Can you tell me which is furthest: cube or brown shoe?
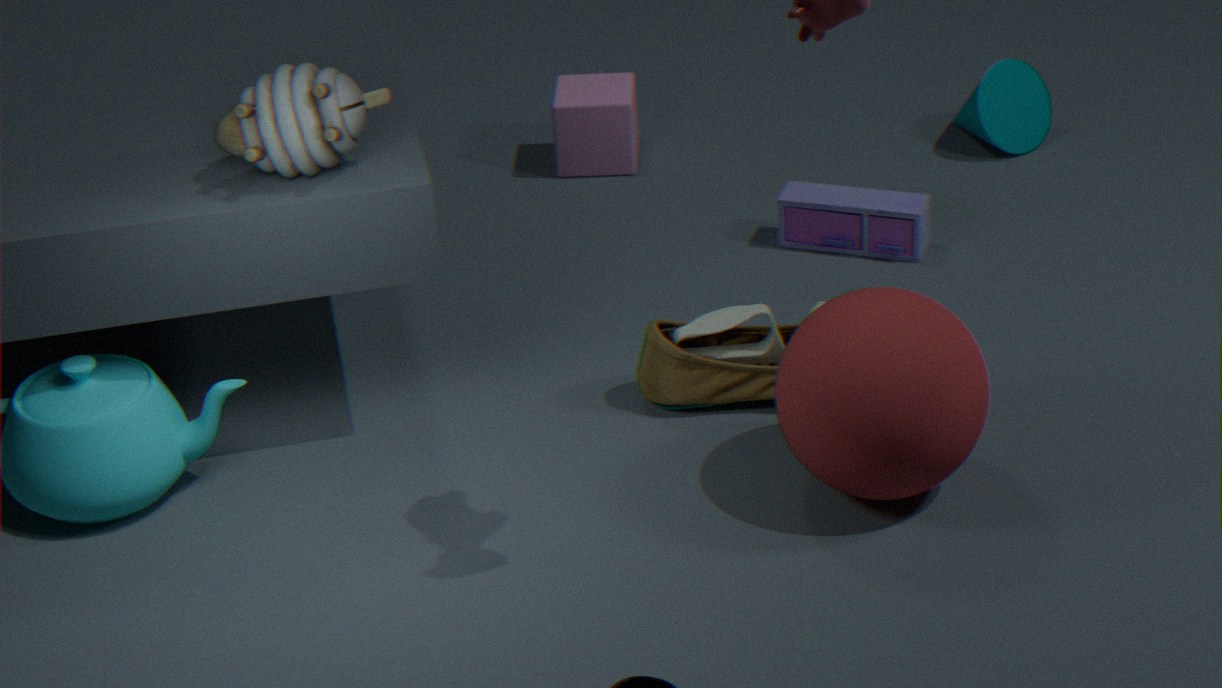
cube
